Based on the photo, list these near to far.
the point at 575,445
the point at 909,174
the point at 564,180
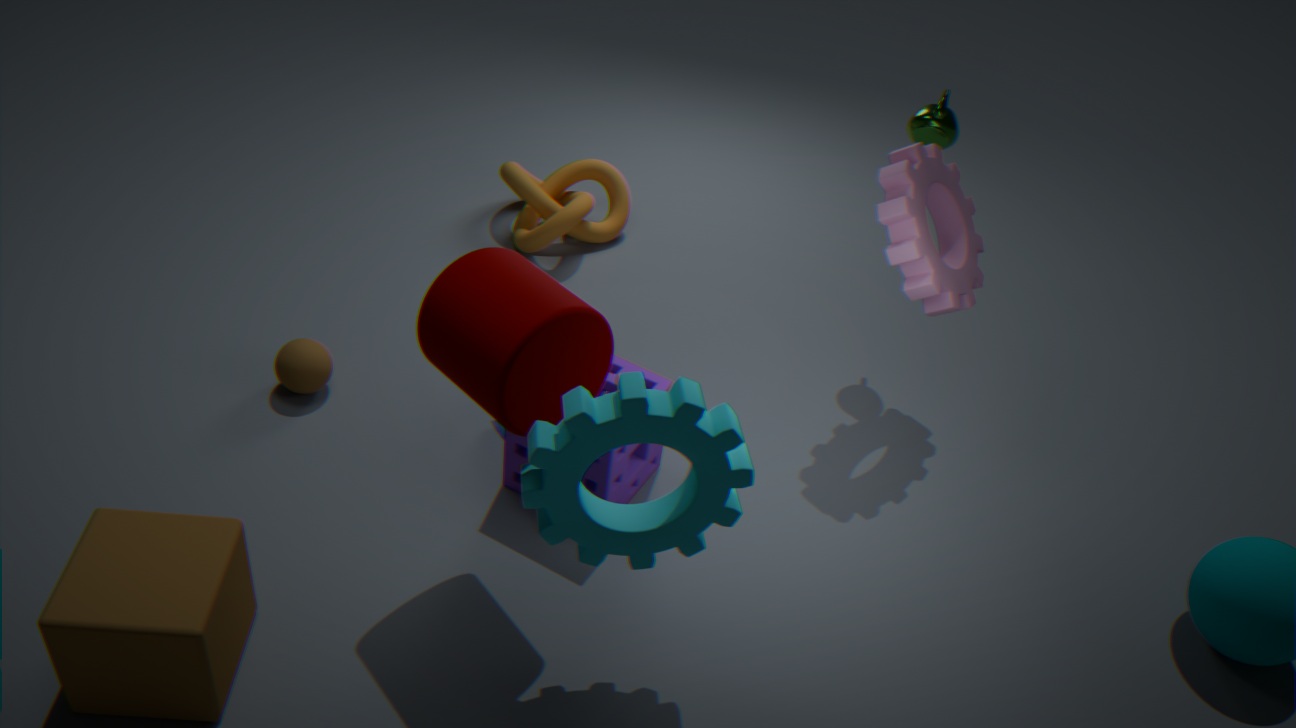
the point at 575,445, the point at 909,174, the point at 564,180
